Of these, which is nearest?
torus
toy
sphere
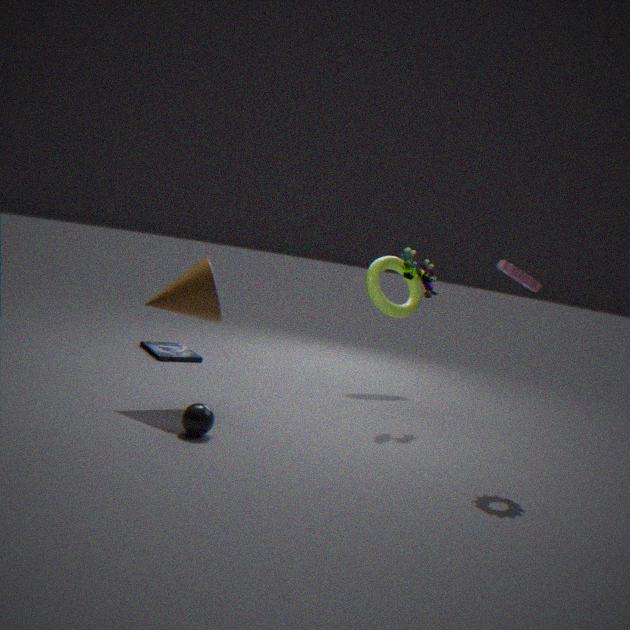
sphere
